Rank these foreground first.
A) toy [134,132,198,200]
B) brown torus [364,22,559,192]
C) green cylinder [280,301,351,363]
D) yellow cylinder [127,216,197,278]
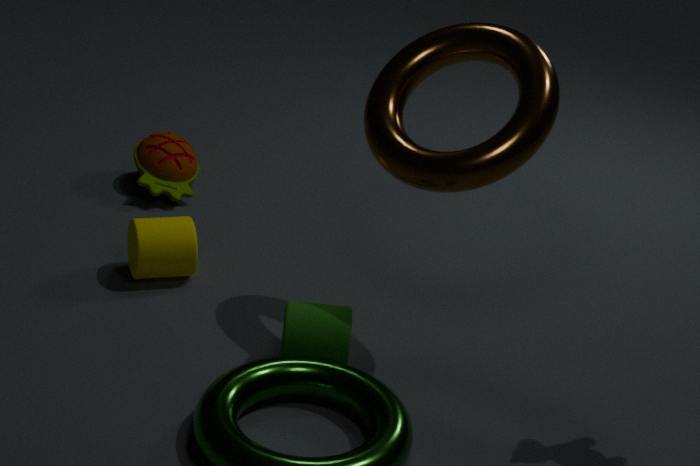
brown torus [364,22,559,192] → green cylinder [280,301,351,363] → yellow cylinder [127,216,197,278] → toy [134,132,198,200]
